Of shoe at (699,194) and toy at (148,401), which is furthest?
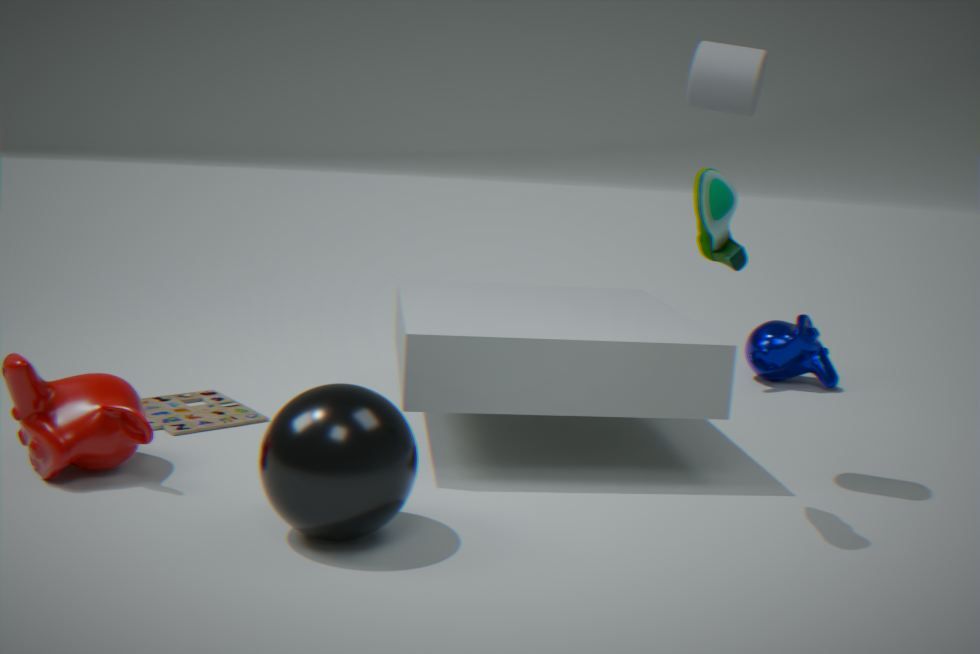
toy at (148,401)
